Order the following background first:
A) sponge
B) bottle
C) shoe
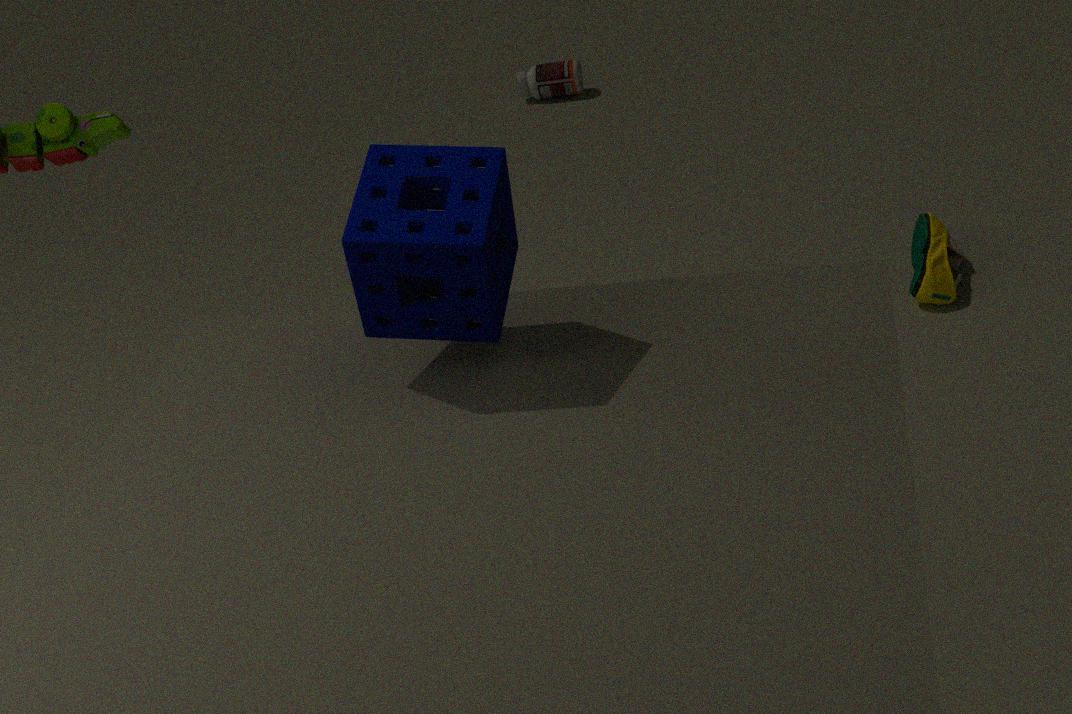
bottle
shoe
sponge
